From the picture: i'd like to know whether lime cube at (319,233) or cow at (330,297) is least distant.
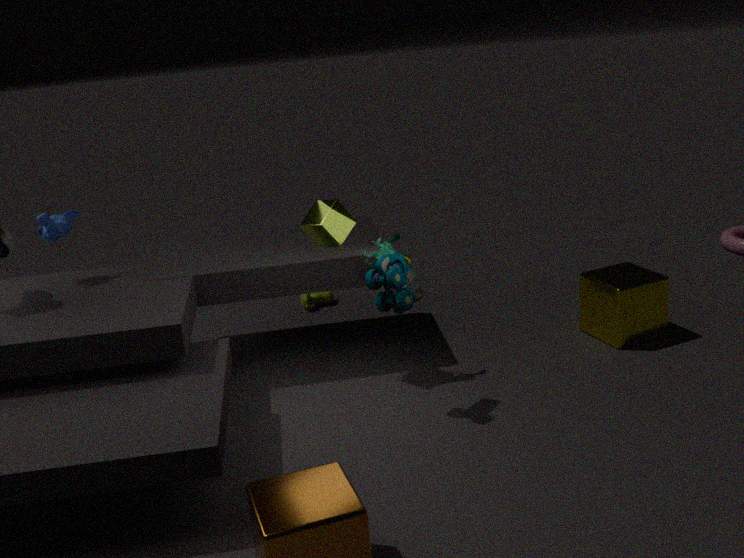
lime cube at (319,233)
